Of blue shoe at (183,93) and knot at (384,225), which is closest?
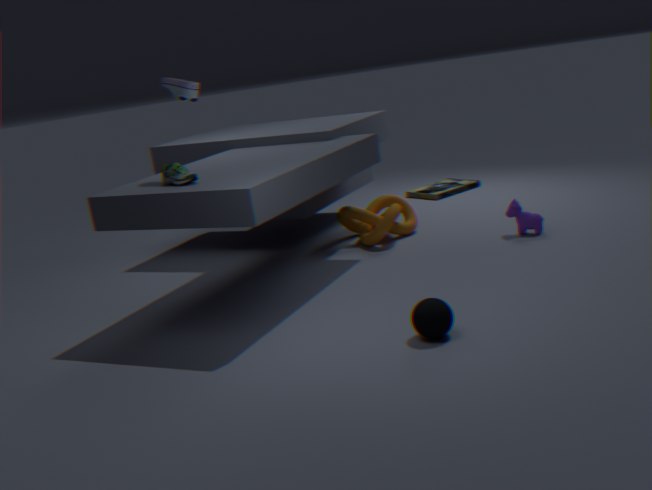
blue shoe at (183,93)
